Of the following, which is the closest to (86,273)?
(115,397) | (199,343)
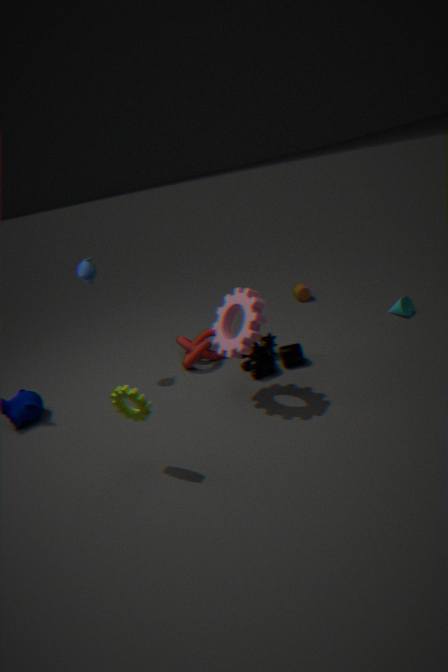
(199,343)
